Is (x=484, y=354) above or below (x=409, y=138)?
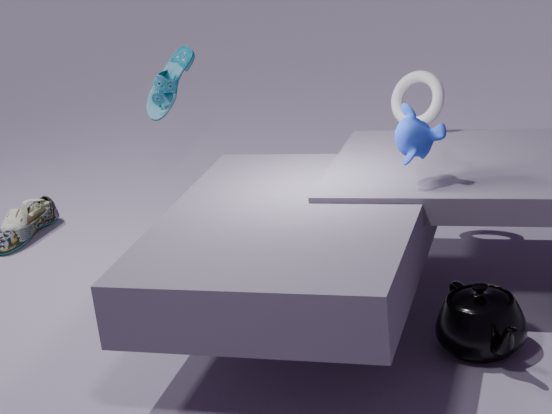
below
